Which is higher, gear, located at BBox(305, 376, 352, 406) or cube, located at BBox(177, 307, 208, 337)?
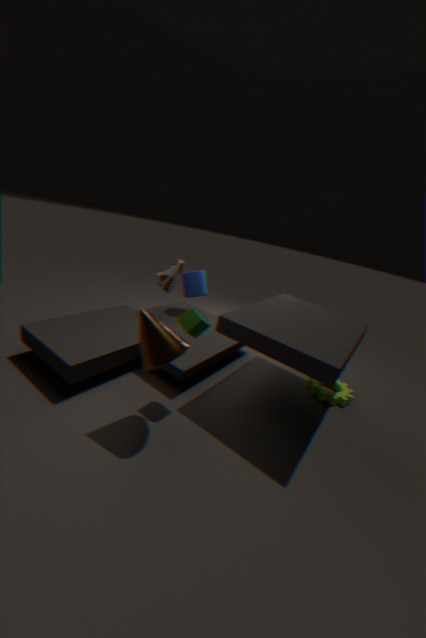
cube, located at BBox(177, 307, 208, 337)
